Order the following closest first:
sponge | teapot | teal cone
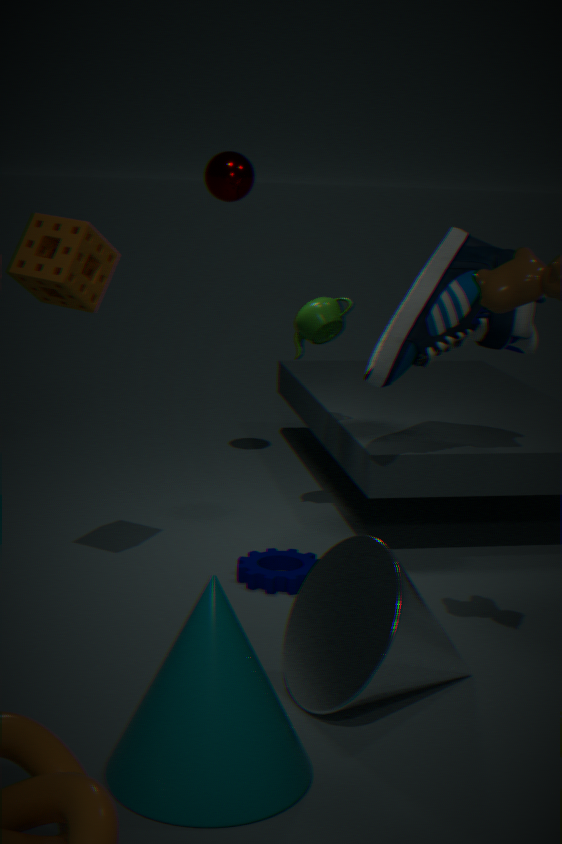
teal cone → sponge → teapot
